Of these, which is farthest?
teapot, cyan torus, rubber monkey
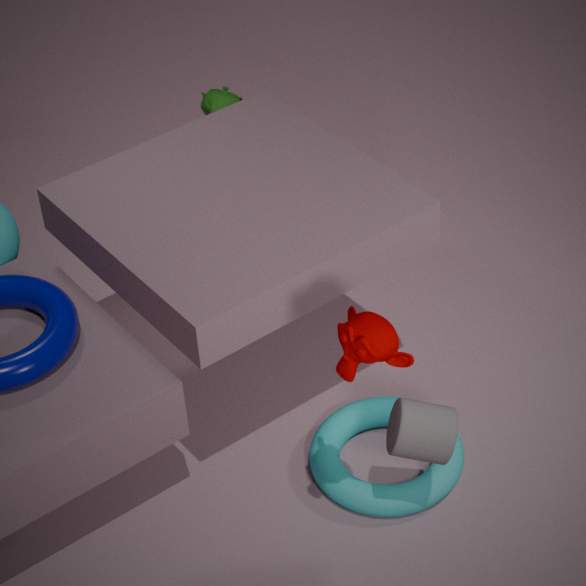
teapot
